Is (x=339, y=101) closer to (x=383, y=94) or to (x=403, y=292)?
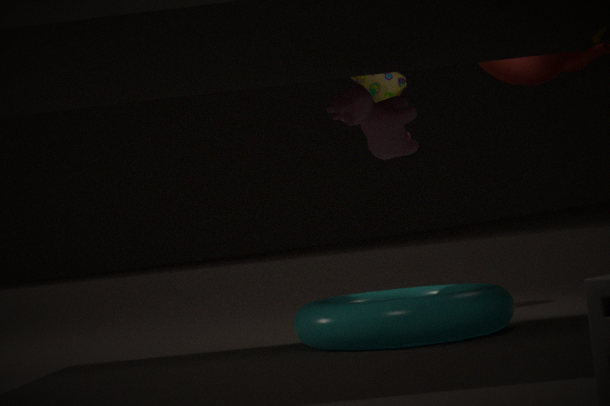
(x=403, y=292)
